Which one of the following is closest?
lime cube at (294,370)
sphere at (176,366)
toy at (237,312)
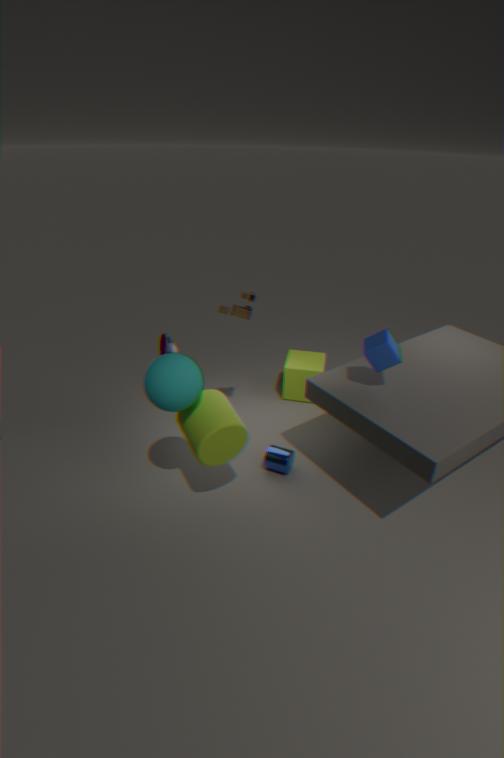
sphere at (176,366)
